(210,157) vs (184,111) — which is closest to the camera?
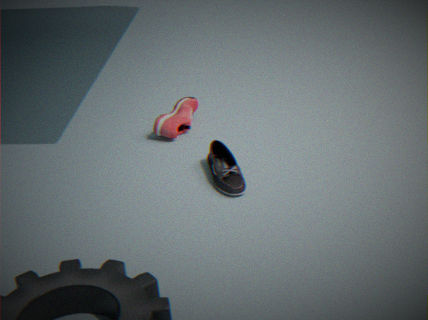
(210,157)
